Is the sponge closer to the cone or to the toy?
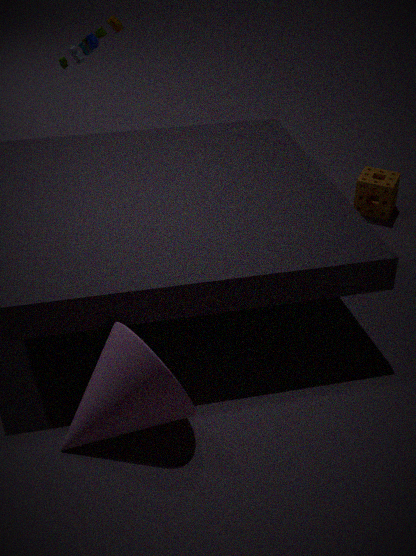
the toy
